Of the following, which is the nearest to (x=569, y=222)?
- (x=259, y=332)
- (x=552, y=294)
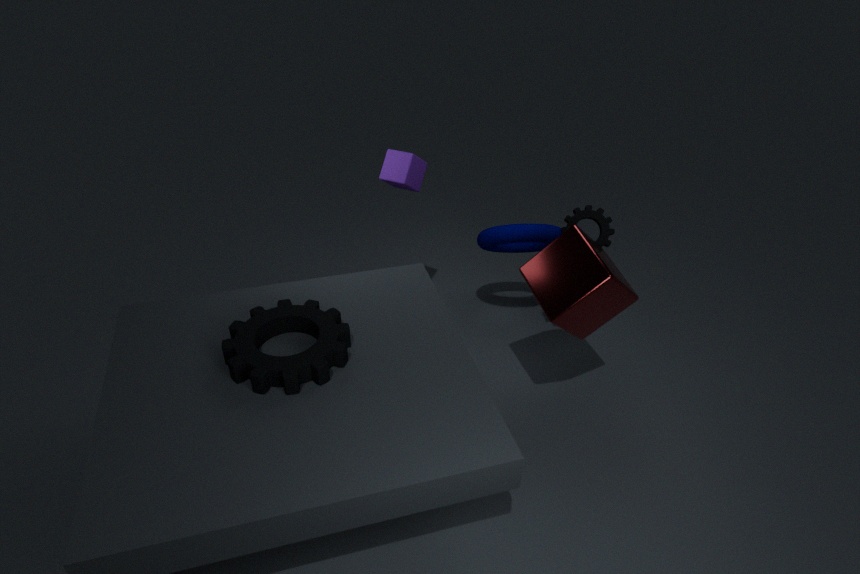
(x=552, y=294)
